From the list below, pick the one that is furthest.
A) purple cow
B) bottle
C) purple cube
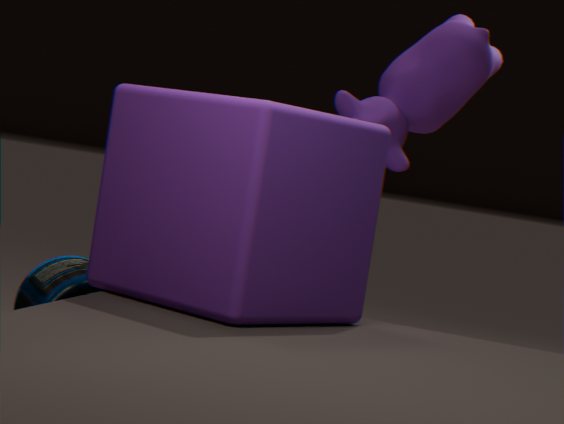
purple cow
